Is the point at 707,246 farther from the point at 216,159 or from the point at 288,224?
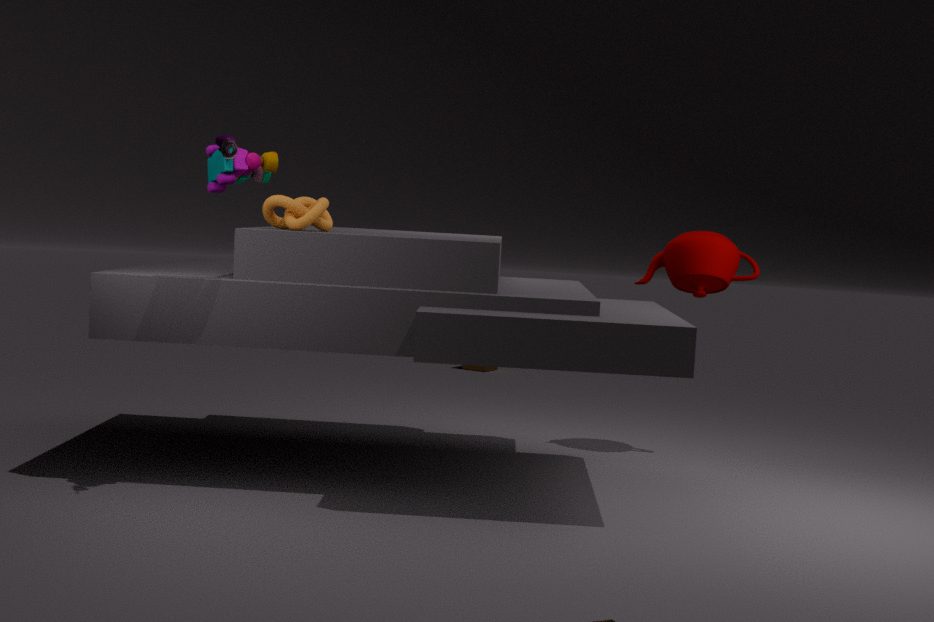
the point at 216,159
